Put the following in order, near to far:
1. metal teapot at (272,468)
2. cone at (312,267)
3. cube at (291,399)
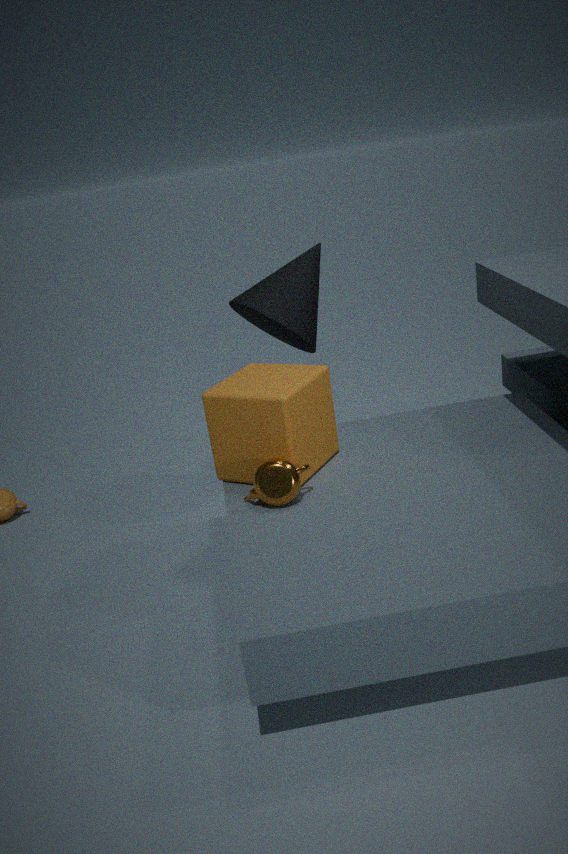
metal teapot at (272,468)
cube at (291,399)
cone at (312,267)
